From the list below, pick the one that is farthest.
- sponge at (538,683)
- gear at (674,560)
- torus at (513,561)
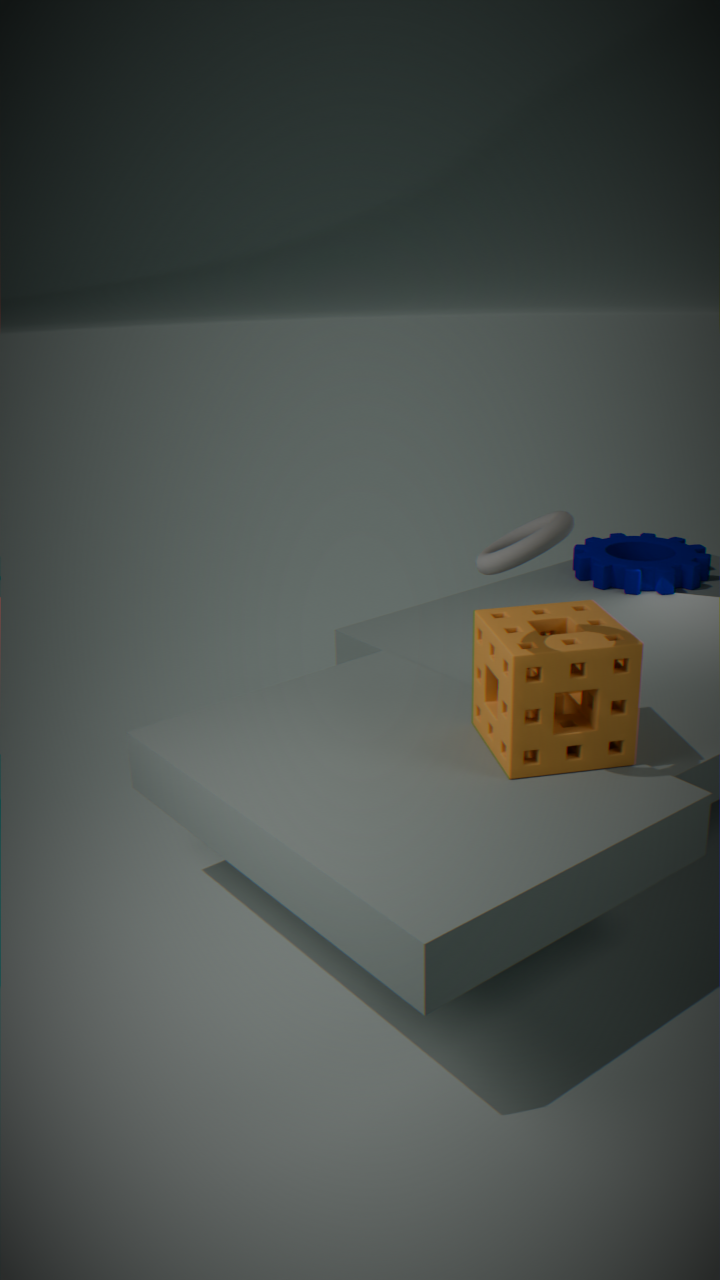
gear at (674,560)
